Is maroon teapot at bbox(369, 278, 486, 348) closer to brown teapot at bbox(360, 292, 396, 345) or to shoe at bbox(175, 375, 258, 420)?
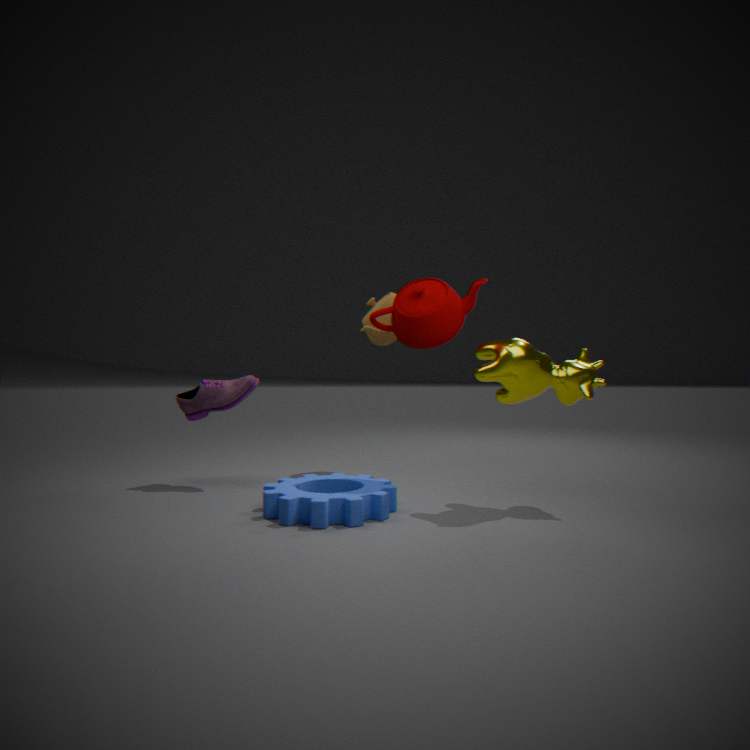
brown teapot at bbox(360, 292, 396, 345)
